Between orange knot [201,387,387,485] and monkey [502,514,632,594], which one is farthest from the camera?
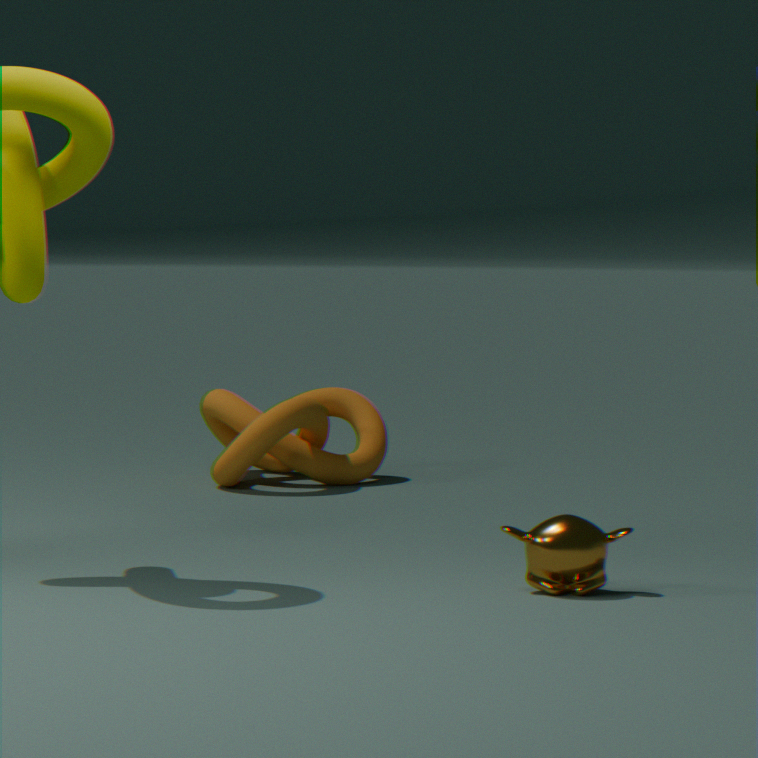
orange knot [201,387,387,485]
